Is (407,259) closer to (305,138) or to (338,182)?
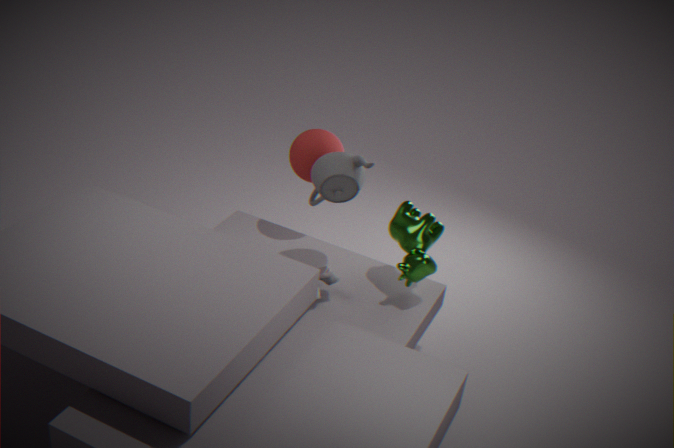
(338,182)
